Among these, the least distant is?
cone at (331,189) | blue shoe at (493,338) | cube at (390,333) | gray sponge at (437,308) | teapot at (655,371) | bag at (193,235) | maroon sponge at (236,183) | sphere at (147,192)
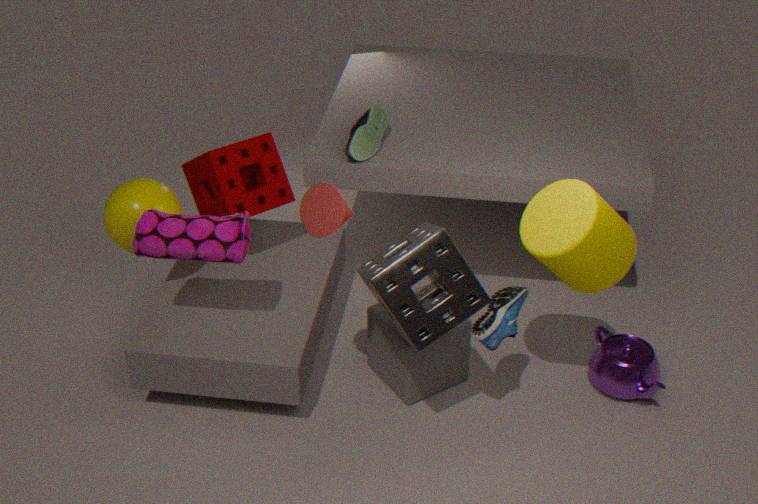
cone at (331,189)
